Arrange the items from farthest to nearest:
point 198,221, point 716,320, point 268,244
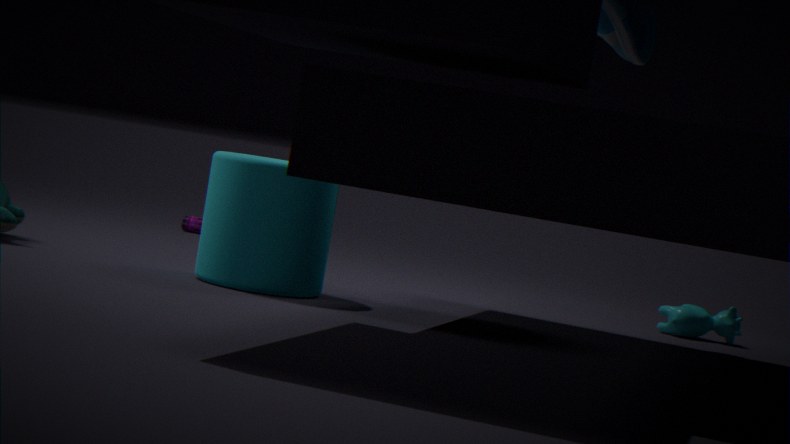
point 198,221
point 716,320
point 268,244
